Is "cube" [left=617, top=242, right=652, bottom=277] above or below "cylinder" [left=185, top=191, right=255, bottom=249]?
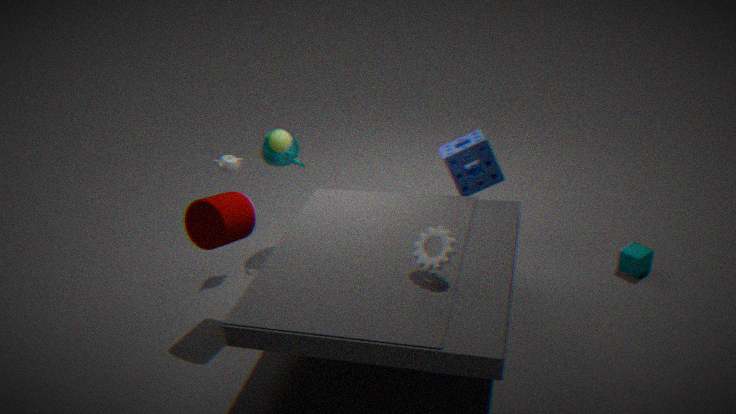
below
